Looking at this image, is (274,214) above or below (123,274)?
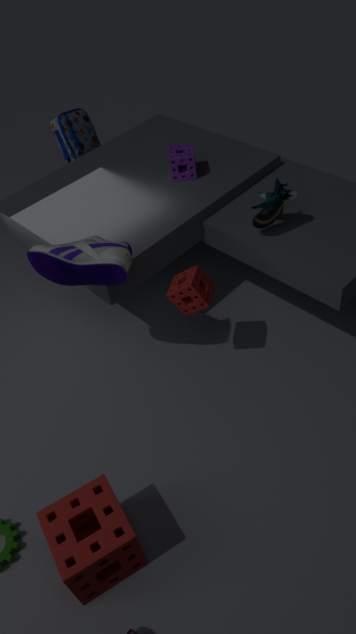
below
